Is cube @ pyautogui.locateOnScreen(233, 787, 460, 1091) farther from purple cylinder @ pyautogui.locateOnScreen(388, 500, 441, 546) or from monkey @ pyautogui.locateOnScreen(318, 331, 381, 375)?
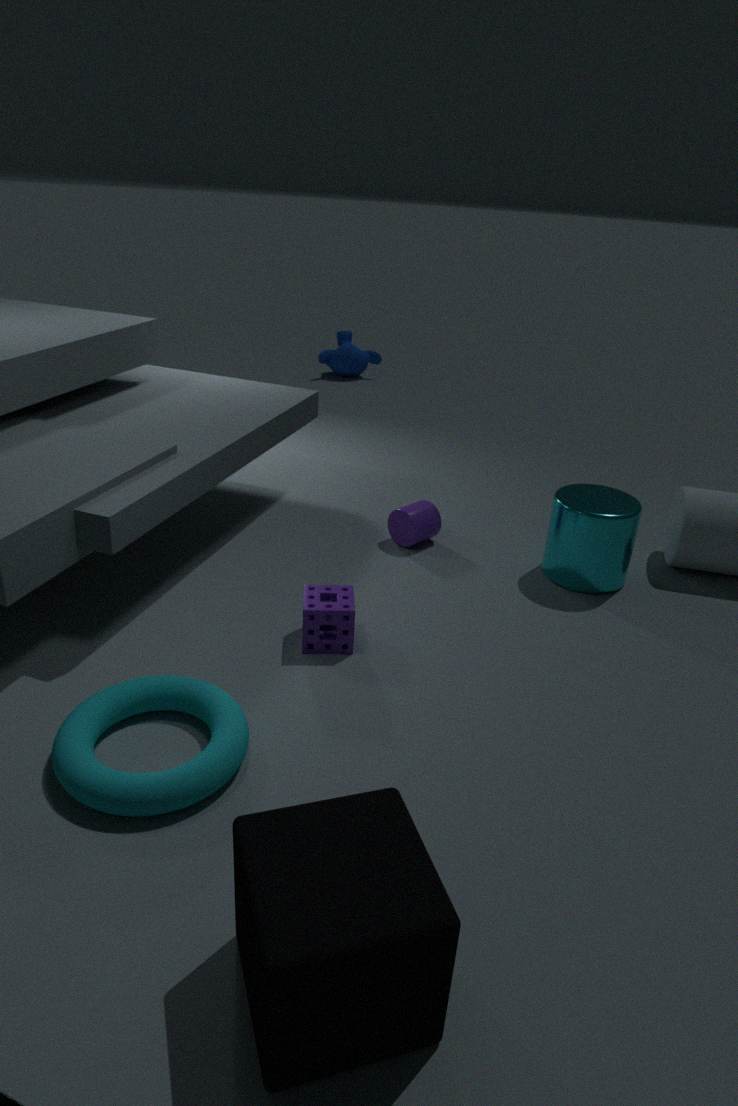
monkey @ pyautogui.locateOnScreen(318, 331, 381, 375)
